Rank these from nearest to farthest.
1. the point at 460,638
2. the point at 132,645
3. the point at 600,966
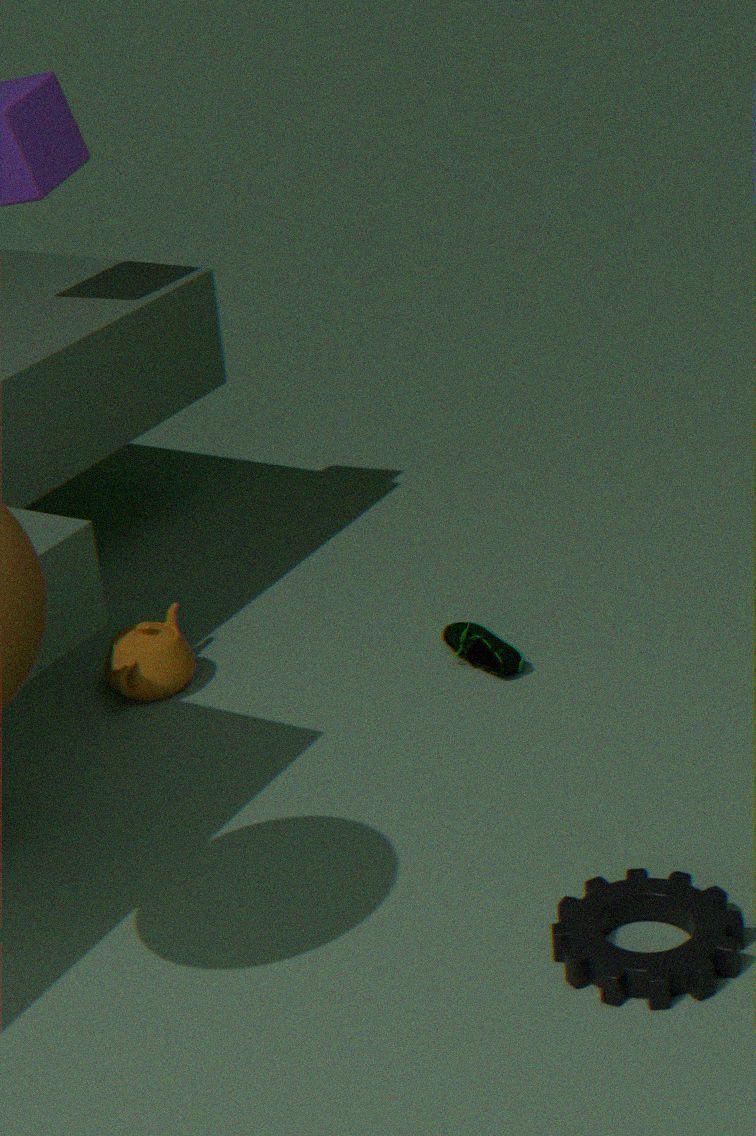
the point at 600,966
the point at 132,645
the point at 460,638
